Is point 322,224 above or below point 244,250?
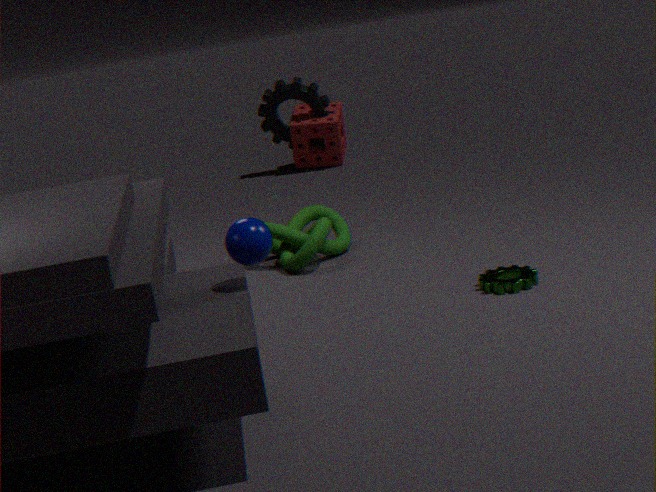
below
